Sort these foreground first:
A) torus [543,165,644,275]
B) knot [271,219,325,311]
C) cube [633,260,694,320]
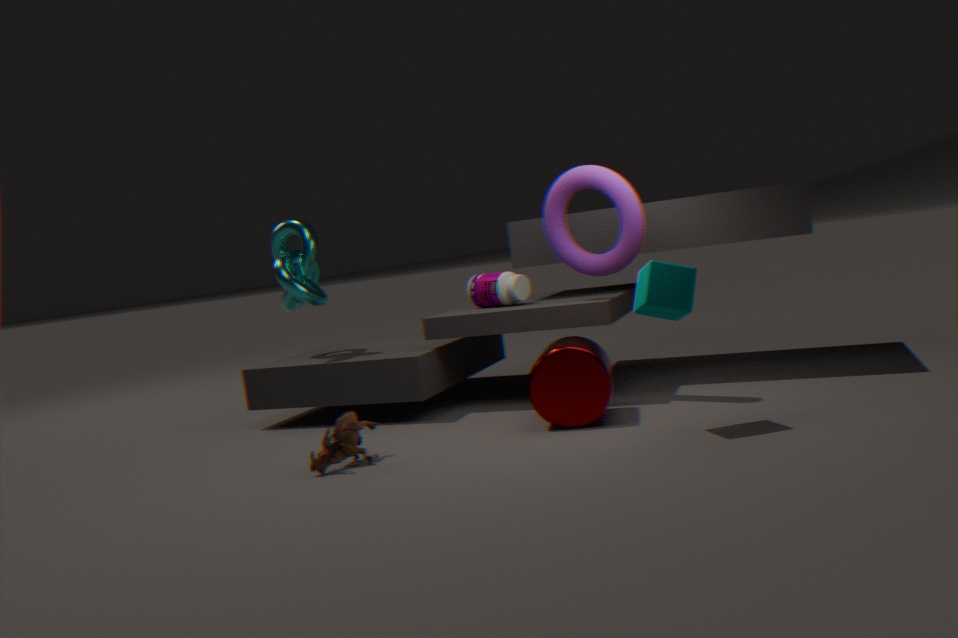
C. cube [633,260,694,320] → A. torus [543,165,644,275] → B. knot [271,219,325,311]
